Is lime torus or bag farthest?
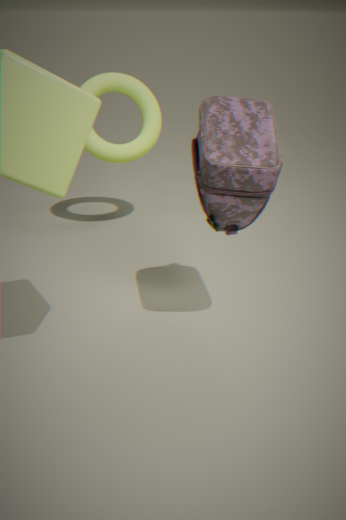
lime torus
